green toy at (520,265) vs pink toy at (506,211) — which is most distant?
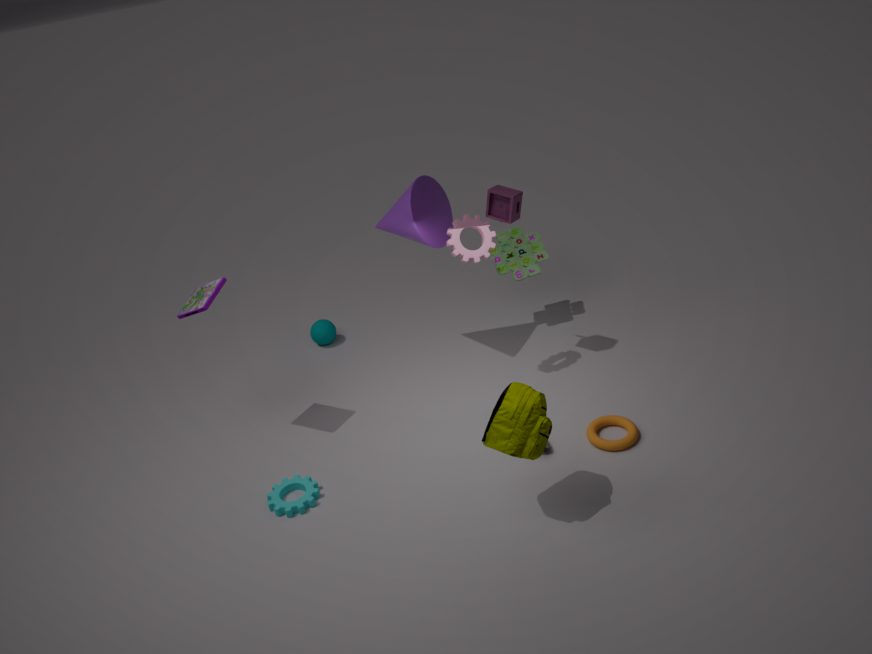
green toy at (520,265)
